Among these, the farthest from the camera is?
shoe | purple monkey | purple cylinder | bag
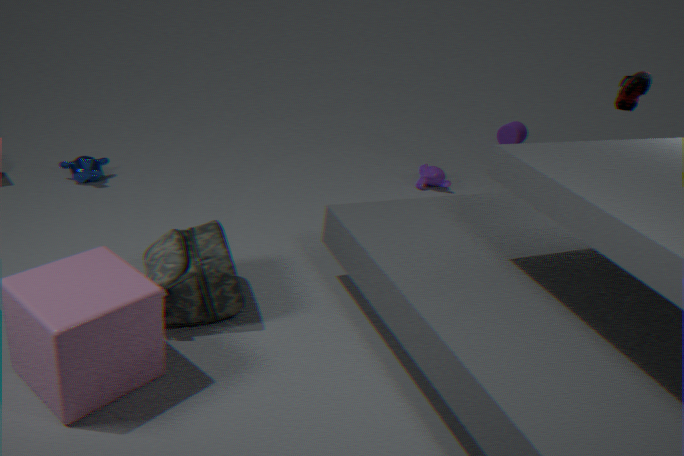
purple cylinder
